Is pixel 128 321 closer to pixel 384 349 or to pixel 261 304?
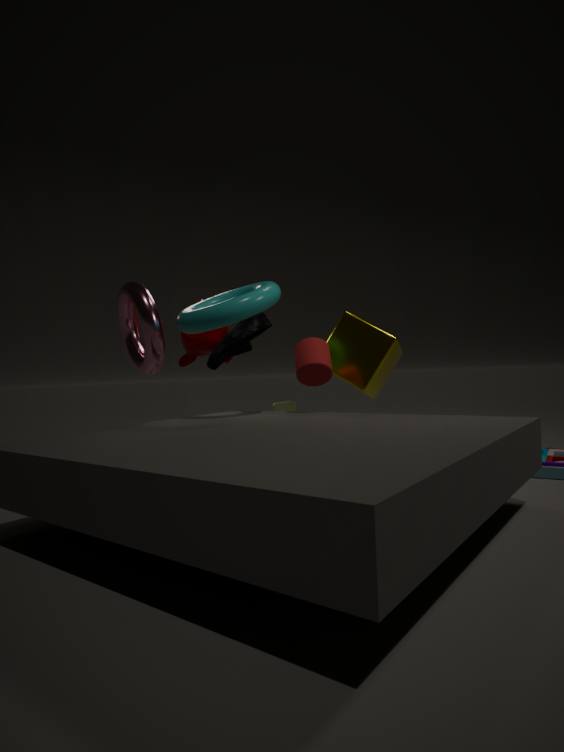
pixel 261 304
